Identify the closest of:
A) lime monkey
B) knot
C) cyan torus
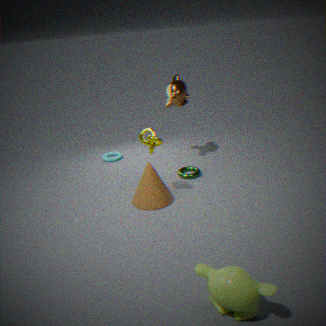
lime monkey
